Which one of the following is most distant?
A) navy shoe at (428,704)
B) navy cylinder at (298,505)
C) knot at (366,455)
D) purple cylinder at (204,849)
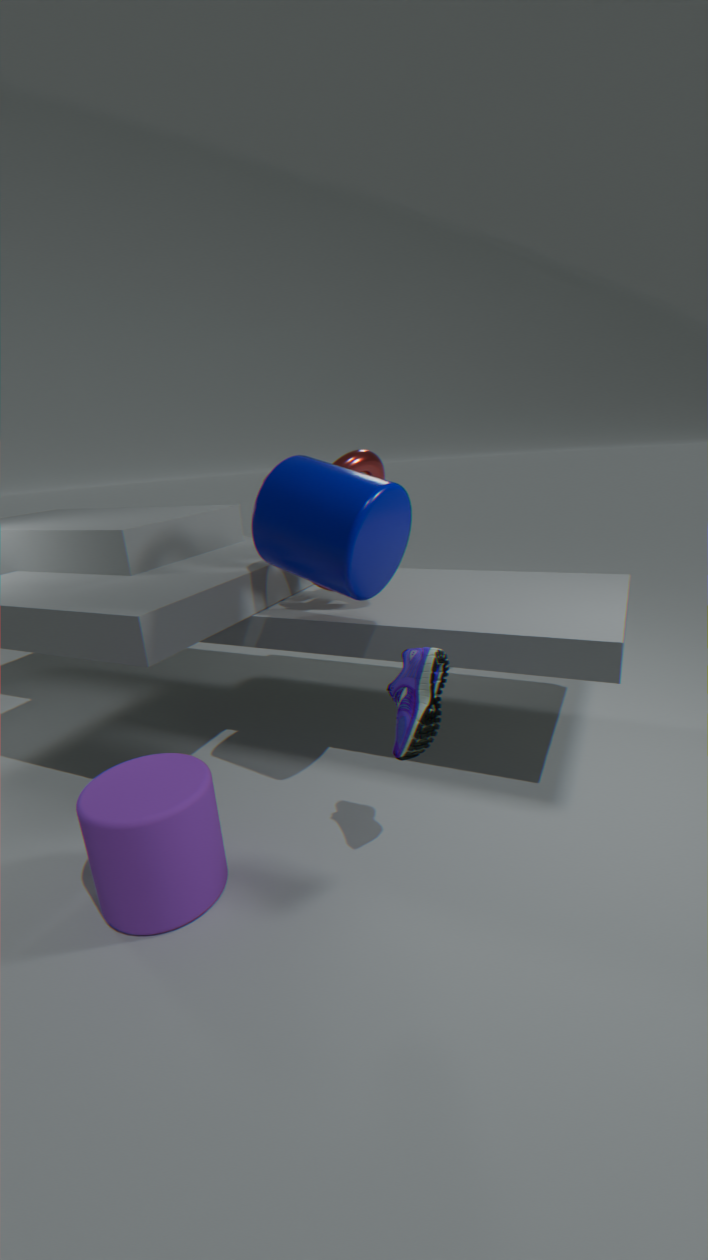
knot at (366,455)
